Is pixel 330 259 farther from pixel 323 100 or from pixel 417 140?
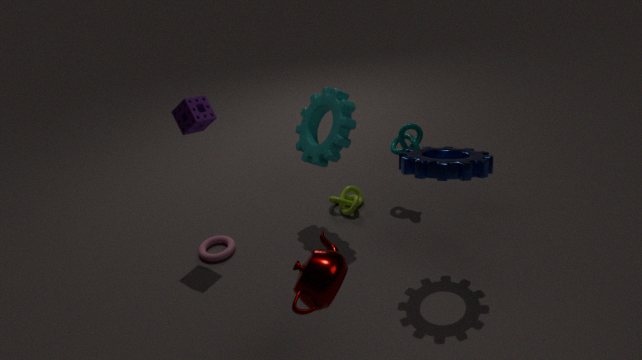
pixel 417 140
